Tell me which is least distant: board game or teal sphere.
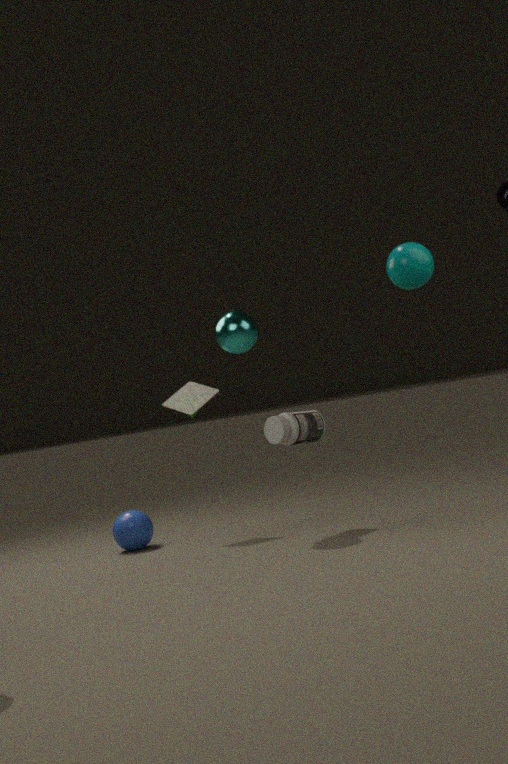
teal sphere
